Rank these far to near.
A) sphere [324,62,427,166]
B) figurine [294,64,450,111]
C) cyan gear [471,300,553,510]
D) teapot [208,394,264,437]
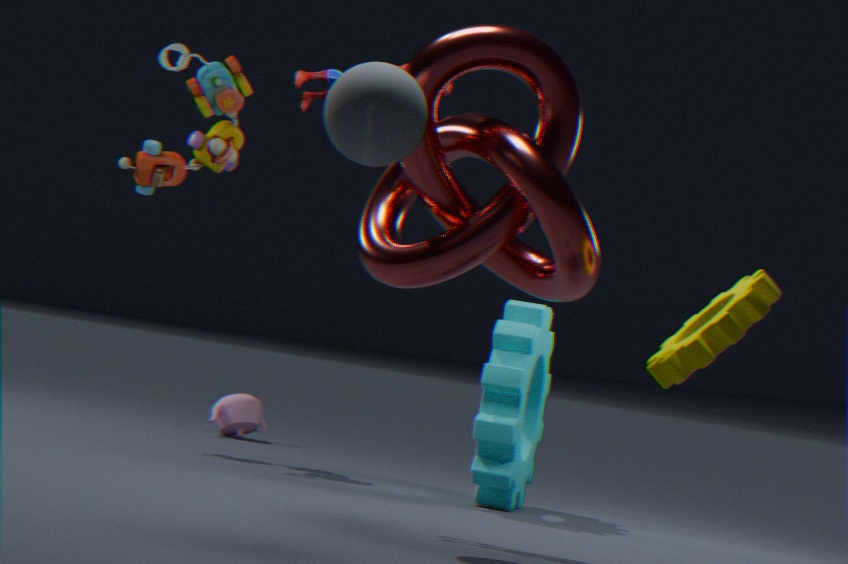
teapot [208,394,264,437], cyan gear [471,300,553,510], figurine [294,64,450,111], sphere [324,62,427,166]
